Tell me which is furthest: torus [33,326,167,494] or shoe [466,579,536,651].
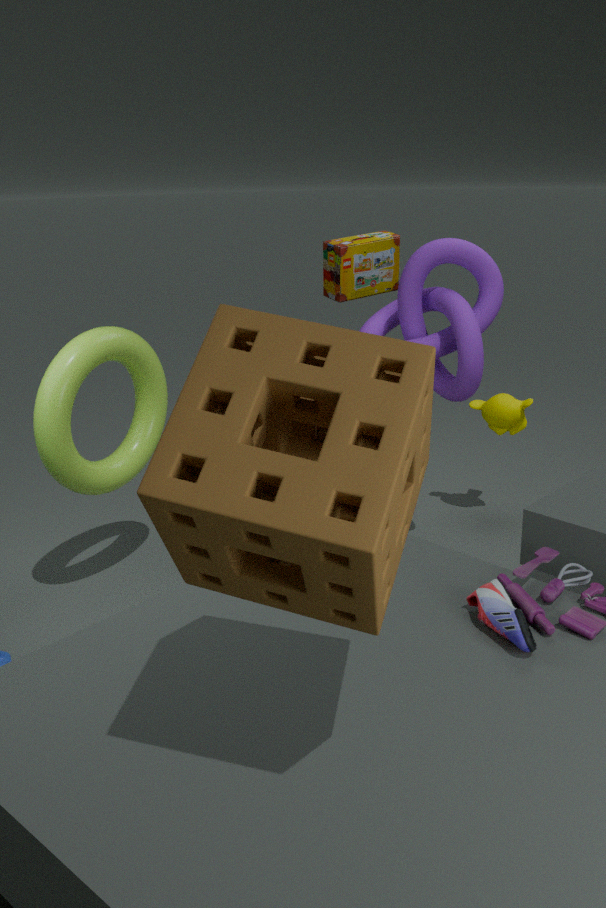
torus [33,326,167,494]
